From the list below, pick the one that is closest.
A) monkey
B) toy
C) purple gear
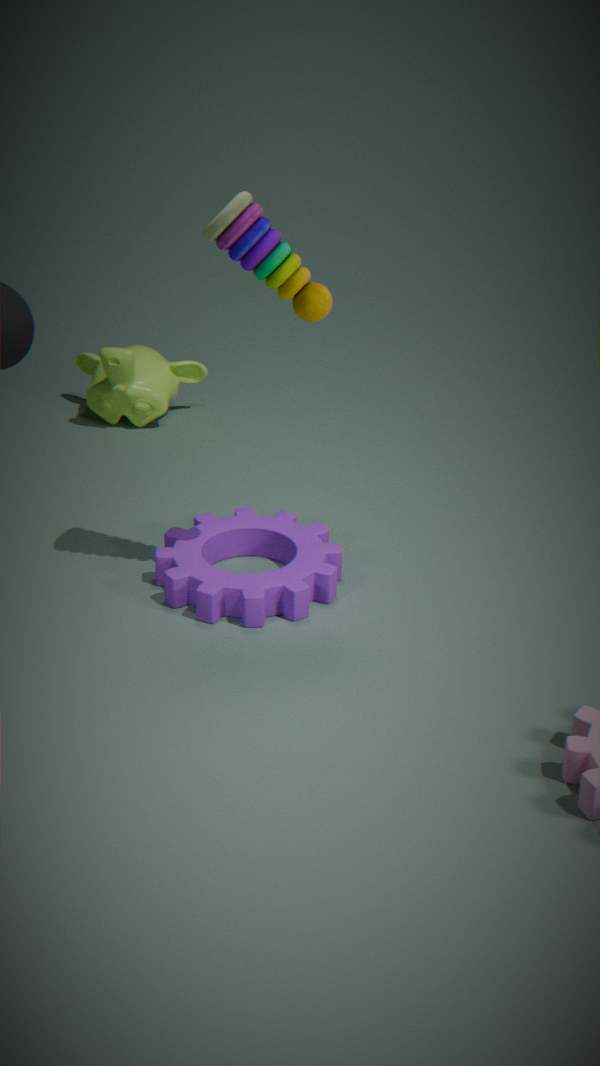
toy
